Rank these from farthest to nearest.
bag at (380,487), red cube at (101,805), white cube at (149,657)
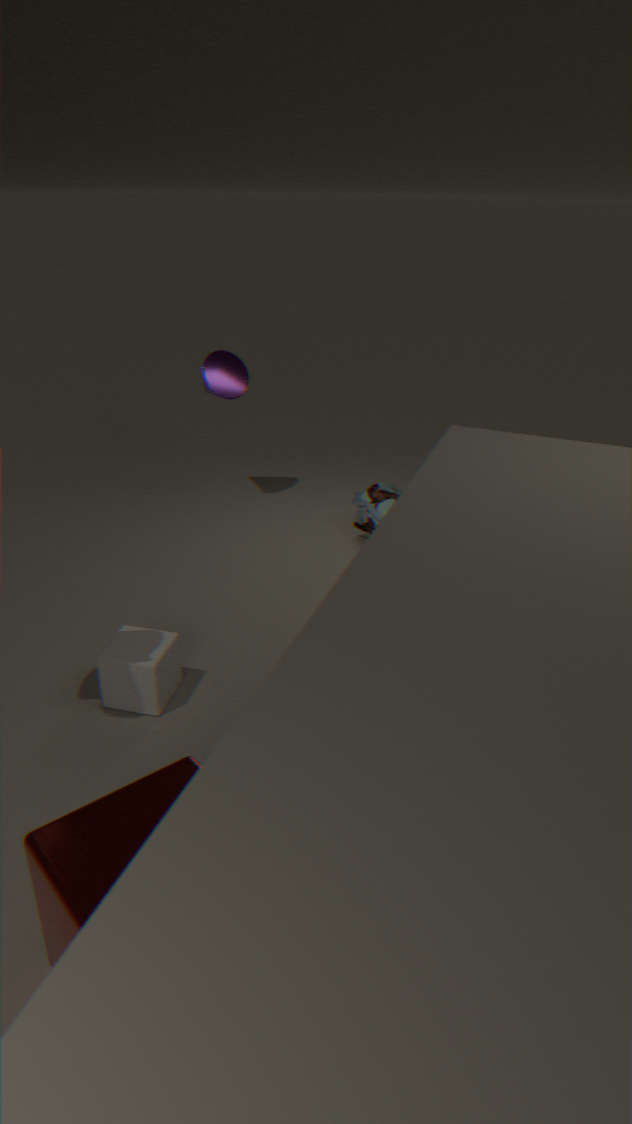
bag at (380,487)
white cube at (149,657)
red cube at (101,805)
